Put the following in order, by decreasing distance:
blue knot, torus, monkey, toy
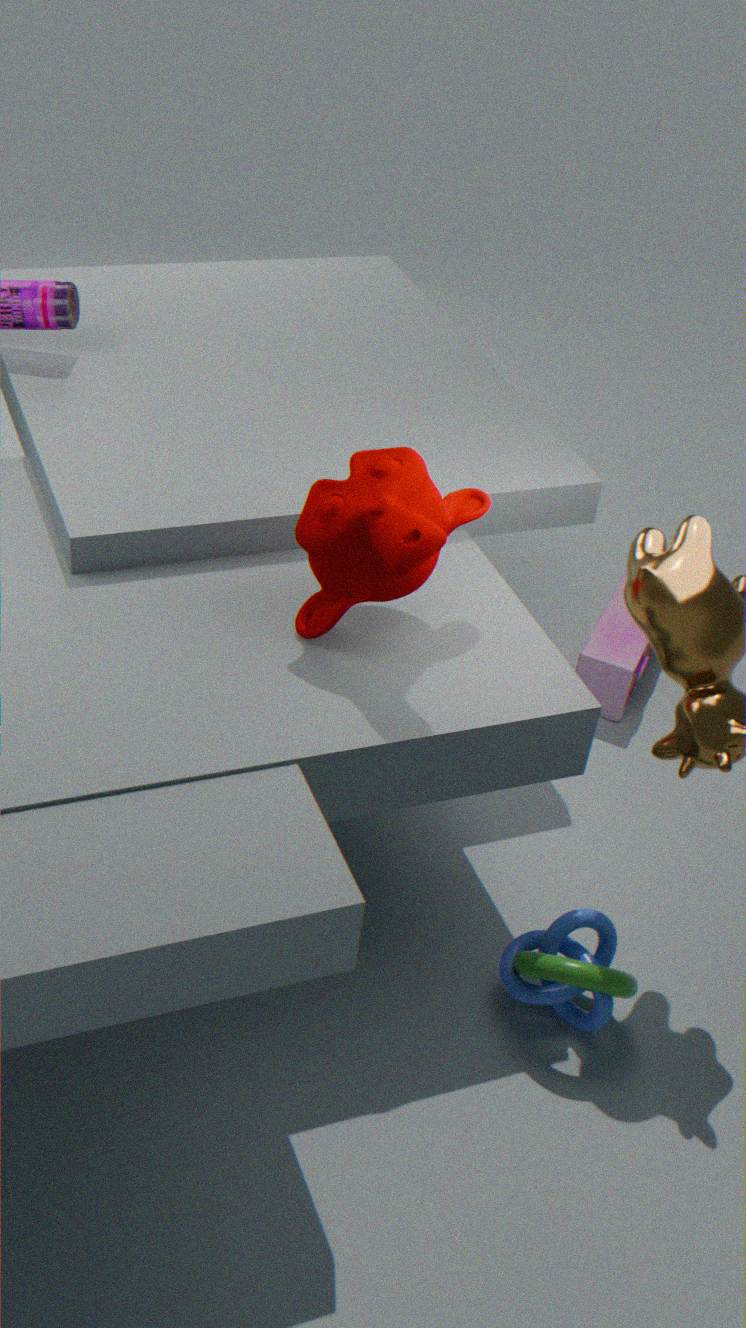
toy, blue knot, torus, monkey
